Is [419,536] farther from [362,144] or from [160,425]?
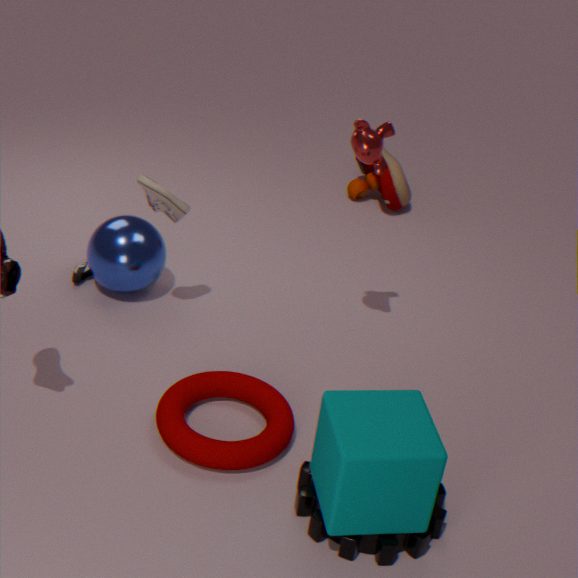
[362,144]
